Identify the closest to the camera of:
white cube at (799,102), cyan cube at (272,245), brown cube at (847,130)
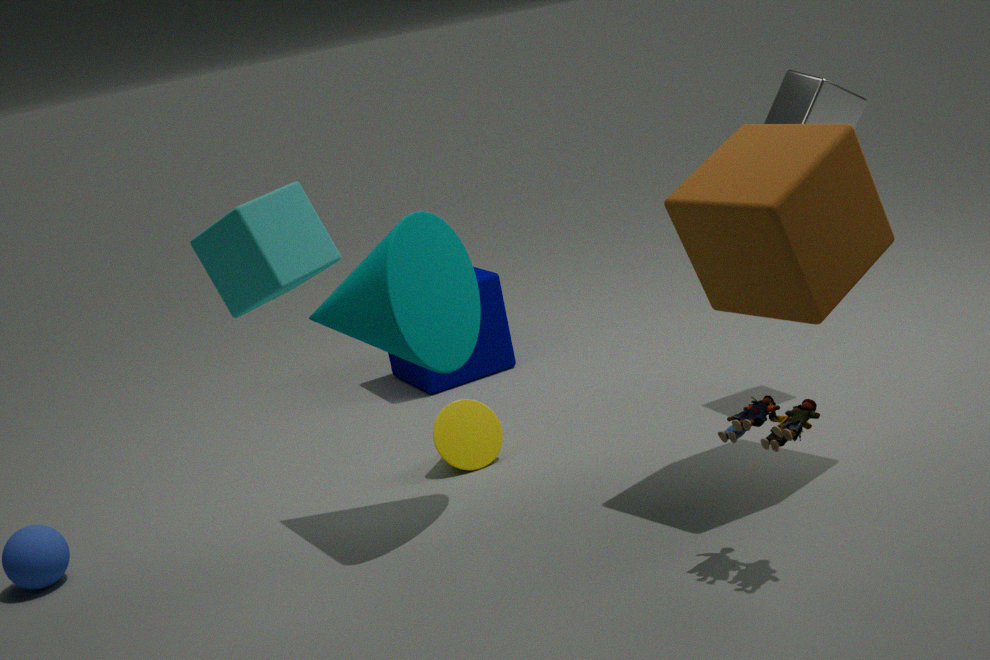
cyan cube at (272,245)
